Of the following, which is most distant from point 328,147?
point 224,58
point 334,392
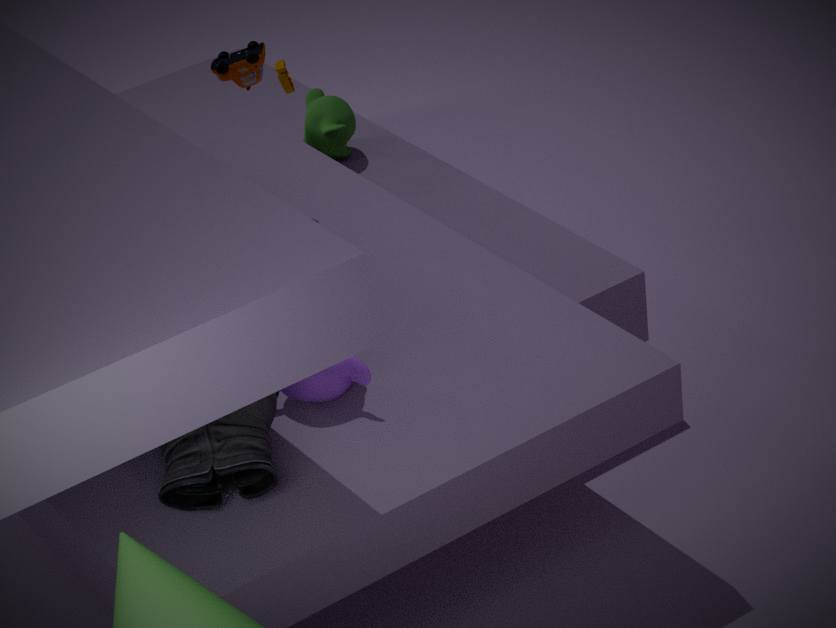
point 334,392
